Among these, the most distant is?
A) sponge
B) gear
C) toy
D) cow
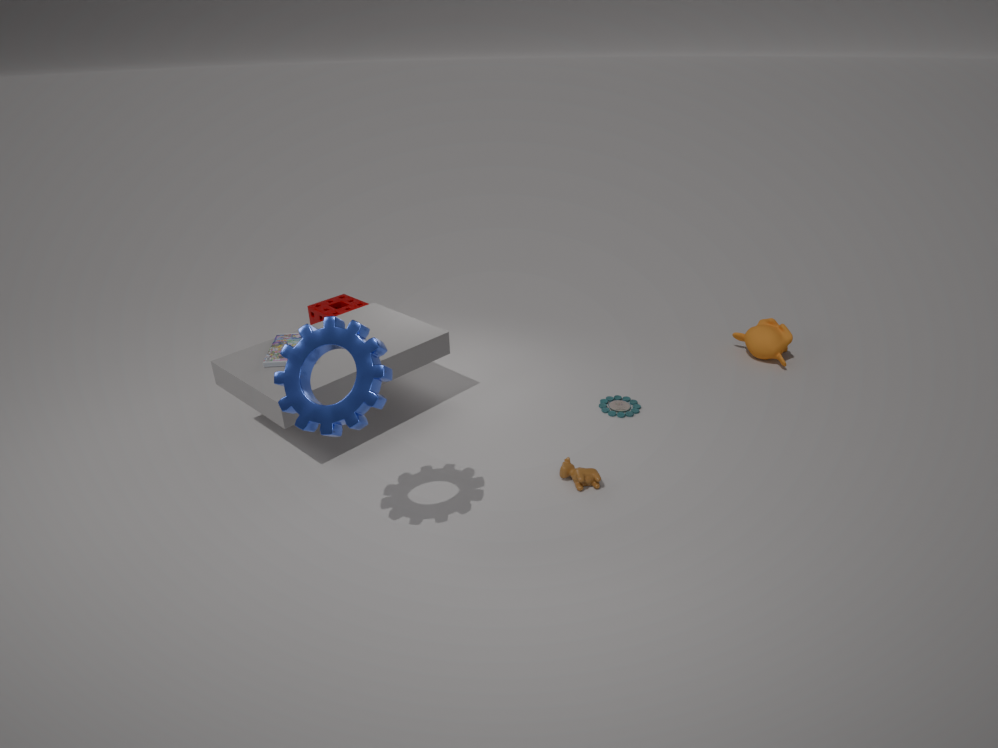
sponge
